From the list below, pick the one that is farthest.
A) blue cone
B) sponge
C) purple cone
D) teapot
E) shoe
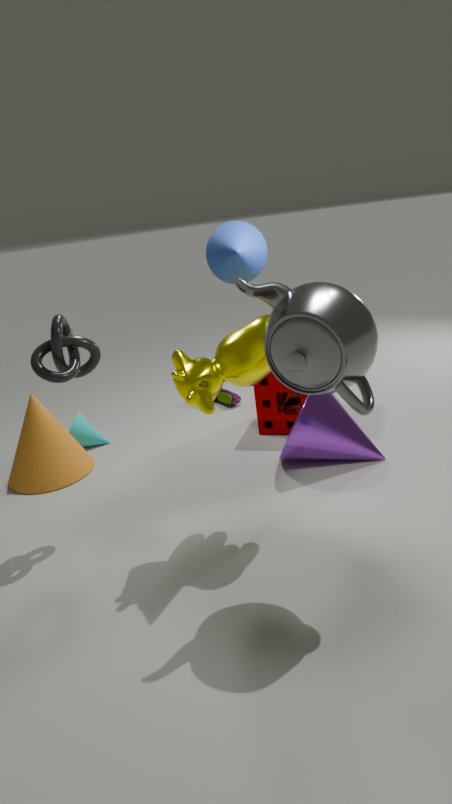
shoe
